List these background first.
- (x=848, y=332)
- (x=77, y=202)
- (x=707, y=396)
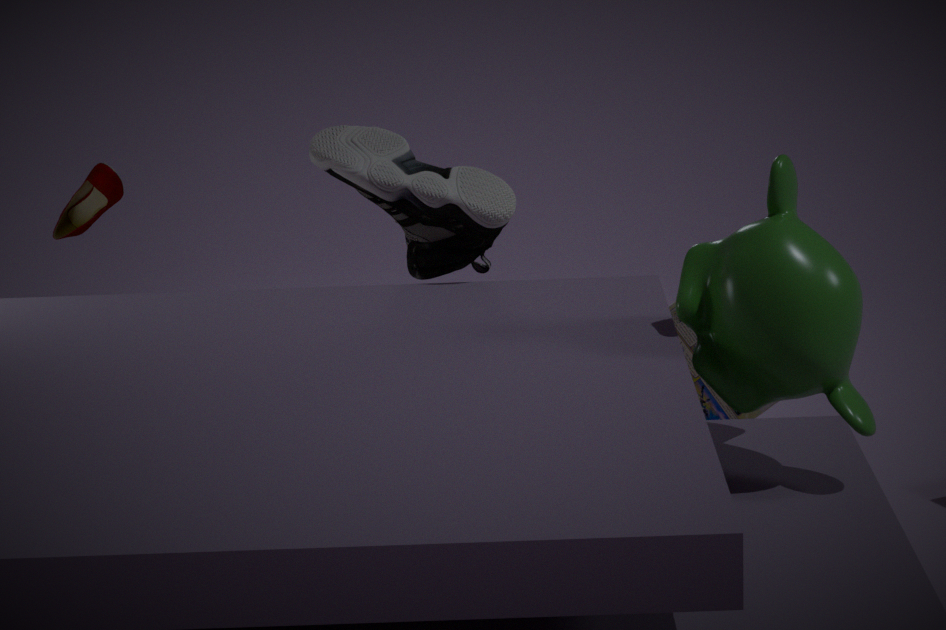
(x=77, y=202), (x=707, y=396), (x=848, y=332)
